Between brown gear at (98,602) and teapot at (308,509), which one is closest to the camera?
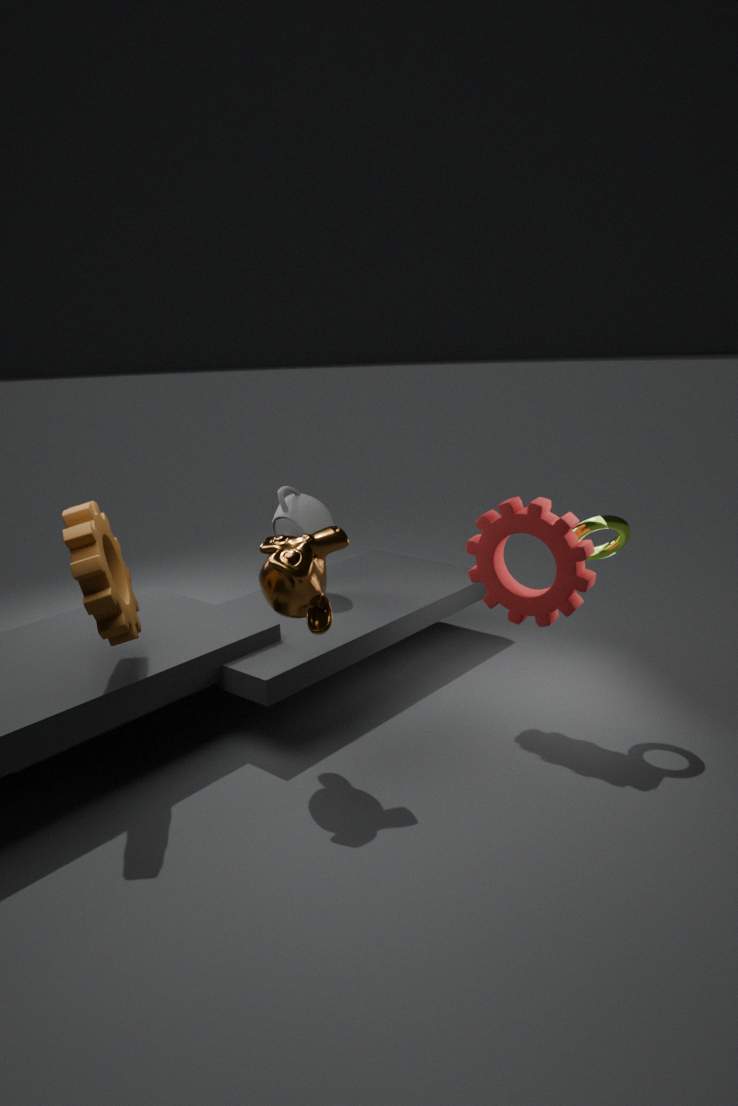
brown gear at (98,602)
